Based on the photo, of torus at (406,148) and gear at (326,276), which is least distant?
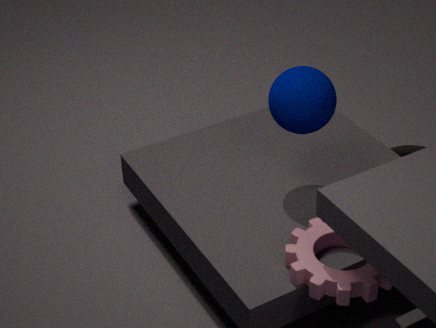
gear at (326,276)
